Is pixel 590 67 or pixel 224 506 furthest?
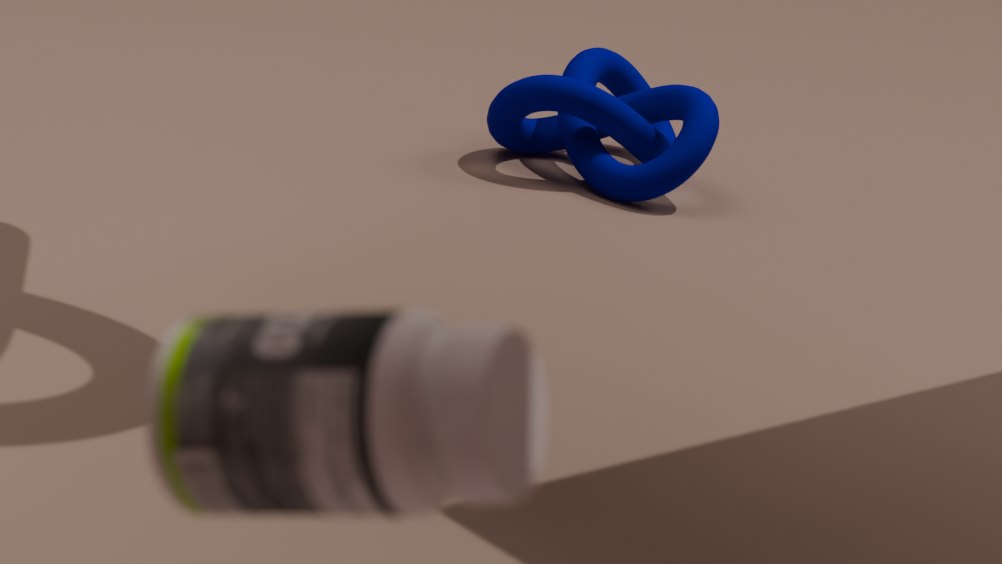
pixel 590 67
